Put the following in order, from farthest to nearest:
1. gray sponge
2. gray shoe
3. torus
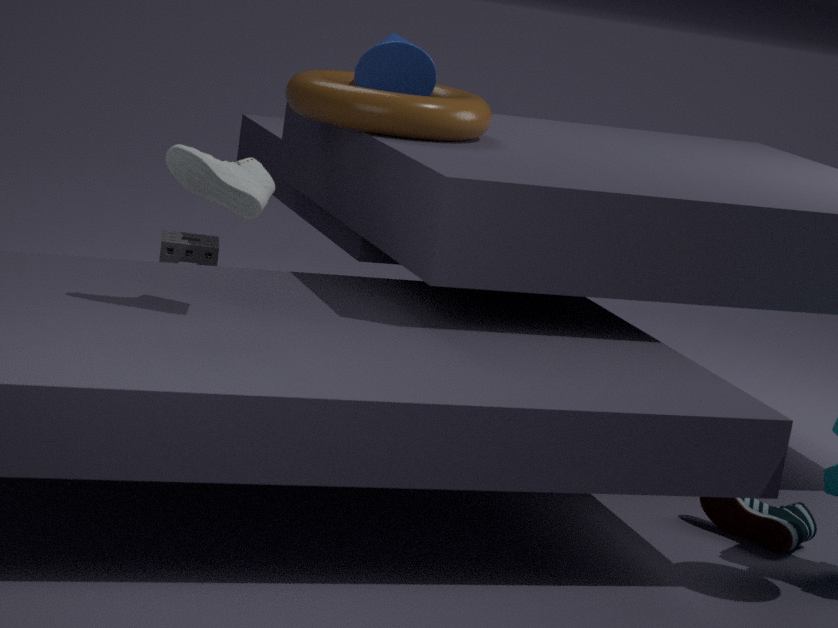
gray sponge → torus → gray shoe
